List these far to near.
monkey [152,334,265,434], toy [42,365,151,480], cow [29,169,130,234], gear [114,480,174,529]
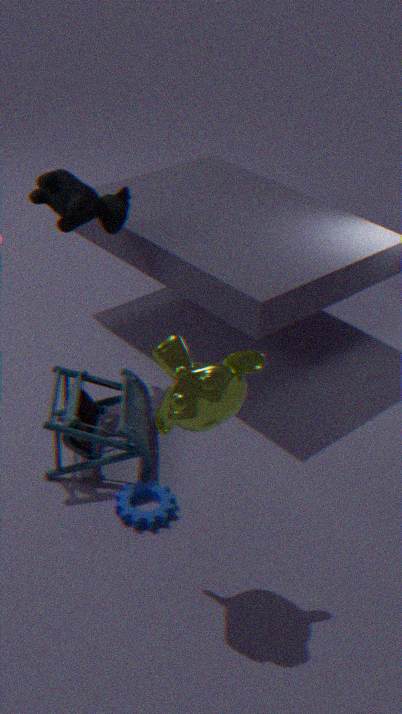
cow [29,169,130,234]
toy [42,365,151,480]
gear [114,480,174,529]
monkey [152,334,265,434]
